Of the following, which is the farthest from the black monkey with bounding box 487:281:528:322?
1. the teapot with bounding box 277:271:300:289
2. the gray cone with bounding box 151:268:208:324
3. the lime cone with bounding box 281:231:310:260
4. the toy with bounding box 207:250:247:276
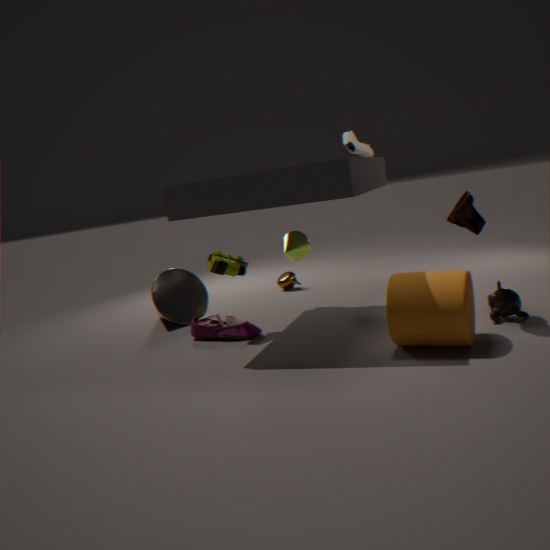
the gray cone with bounding box 151:268:208:324
